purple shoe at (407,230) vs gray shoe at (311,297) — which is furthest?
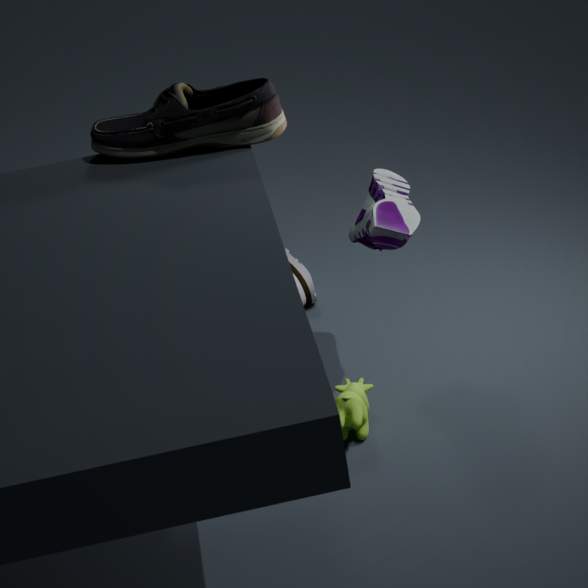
gray shoe at (311,297)
